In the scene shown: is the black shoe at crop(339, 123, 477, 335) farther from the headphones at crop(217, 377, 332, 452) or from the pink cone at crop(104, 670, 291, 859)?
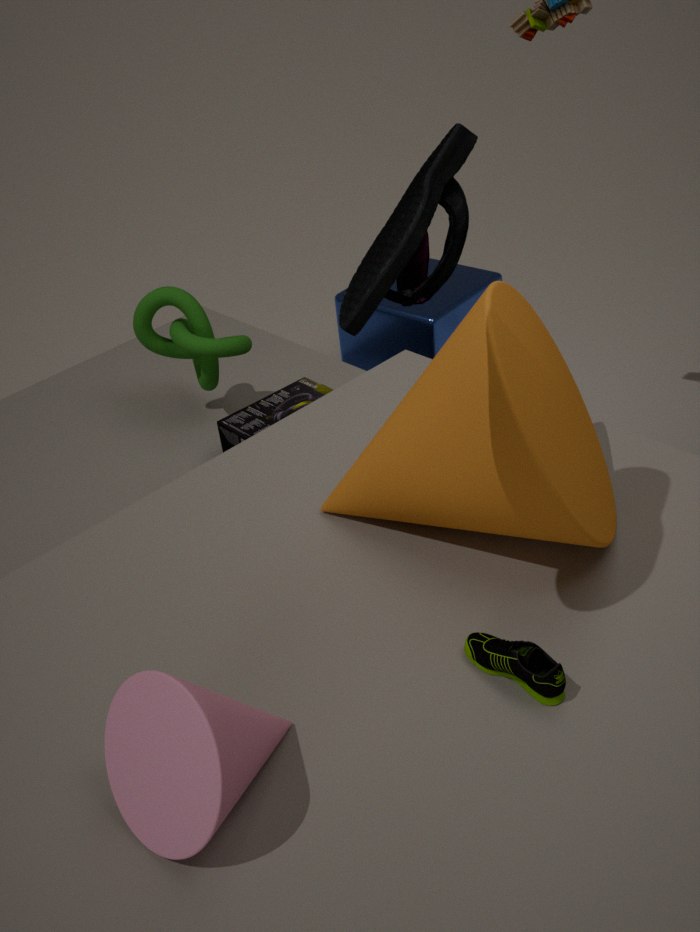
the headphones at crop(217, 377, 332, 452)
